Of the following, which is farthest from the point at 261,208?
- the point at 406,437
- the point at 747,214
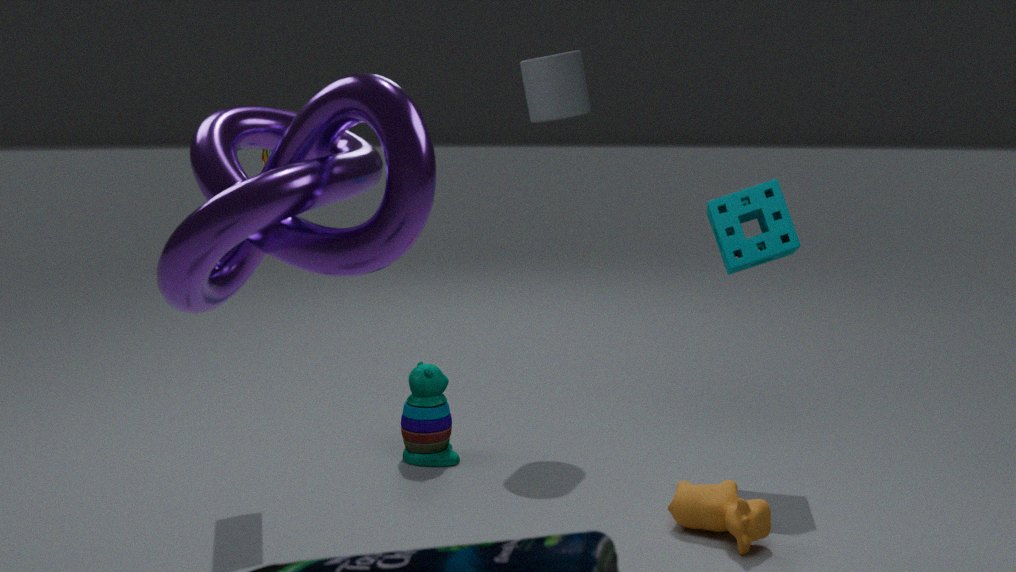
the point at 747,214
